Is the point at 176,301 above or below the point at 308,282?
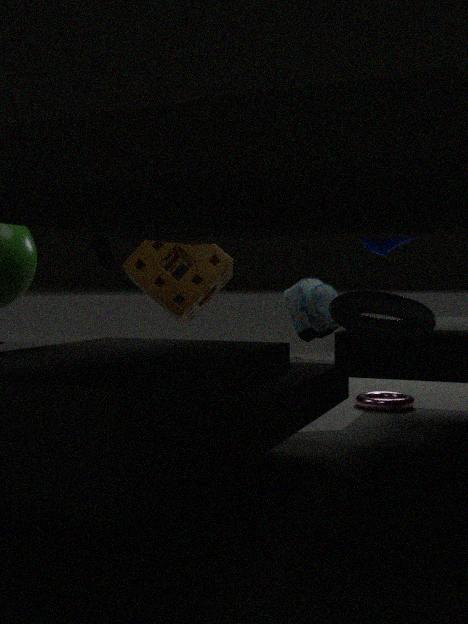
above
